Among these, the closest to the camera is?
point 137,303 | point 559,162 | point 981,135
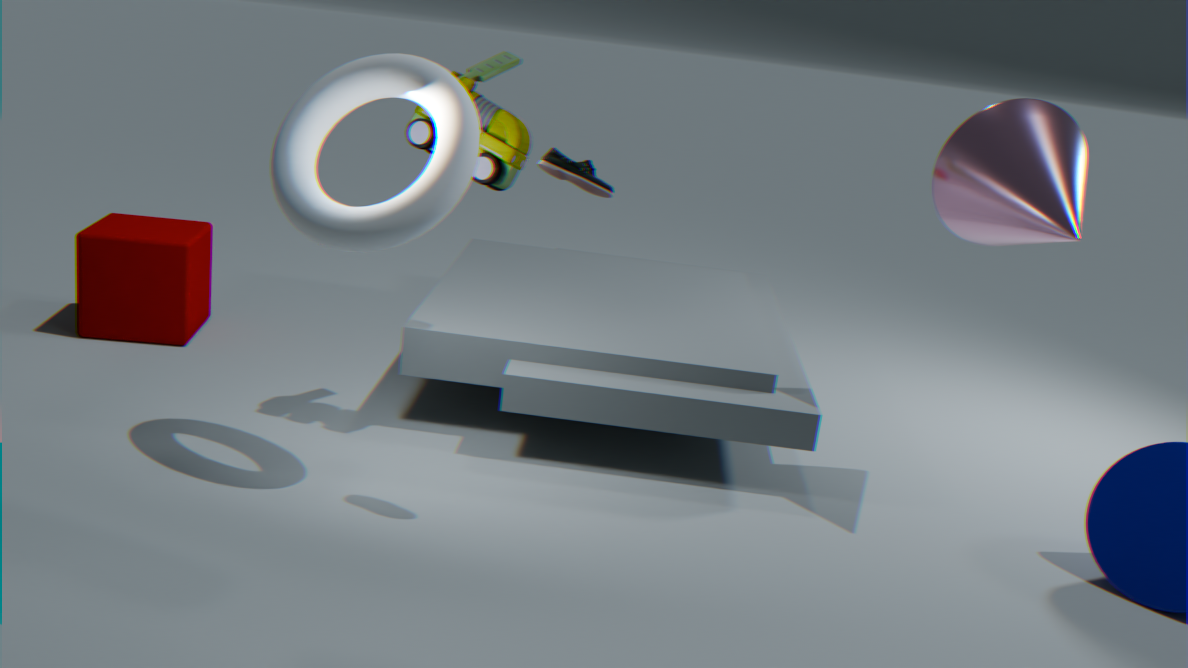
point 559,162
